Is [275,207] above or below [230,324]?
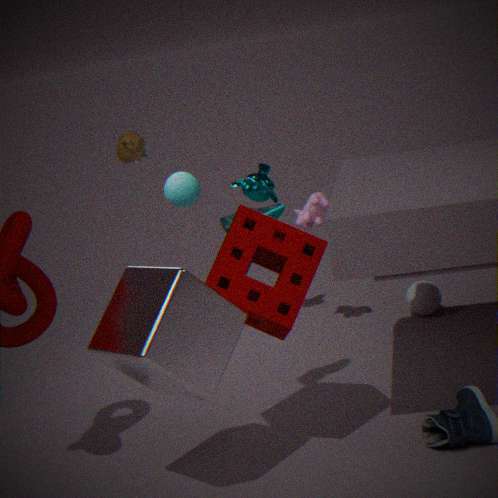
above
